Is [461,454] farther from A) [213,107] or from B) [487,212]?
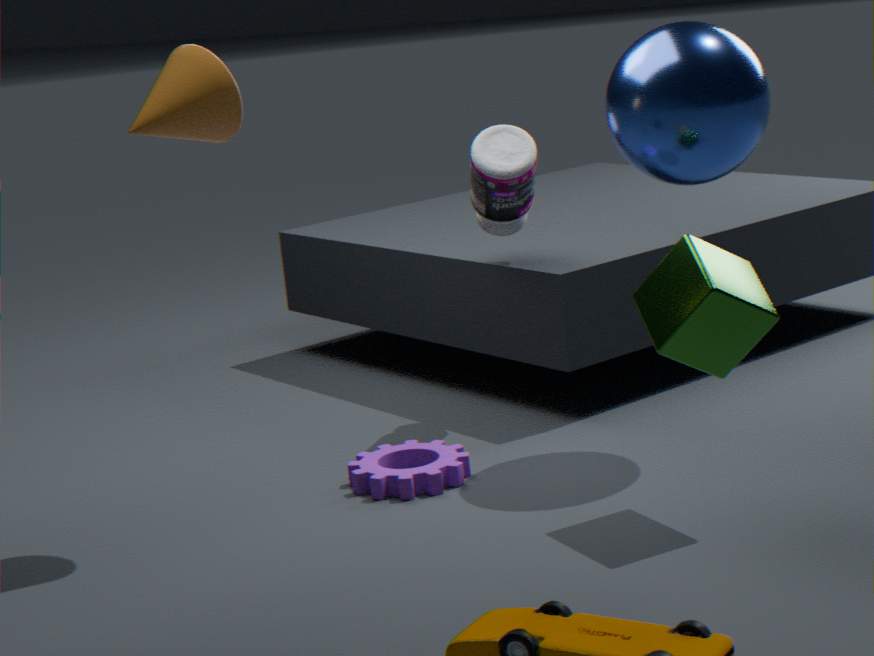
A) [213,107]
